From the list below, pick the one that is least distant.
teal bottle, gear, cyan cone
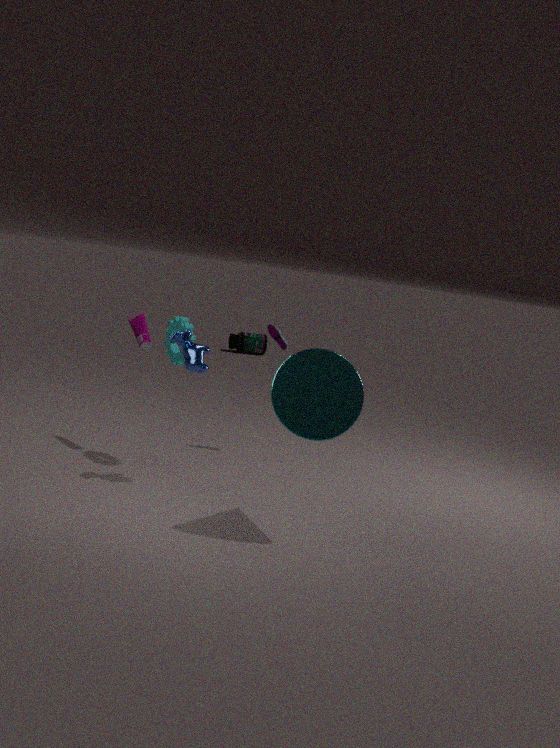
cyan cone
